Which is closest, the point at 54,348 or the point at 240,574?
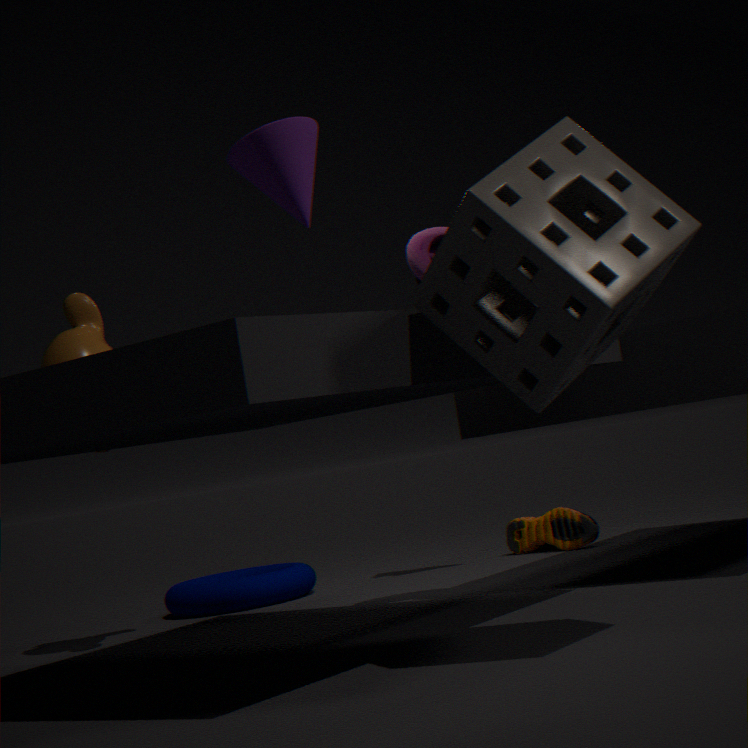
the point at 54,348
